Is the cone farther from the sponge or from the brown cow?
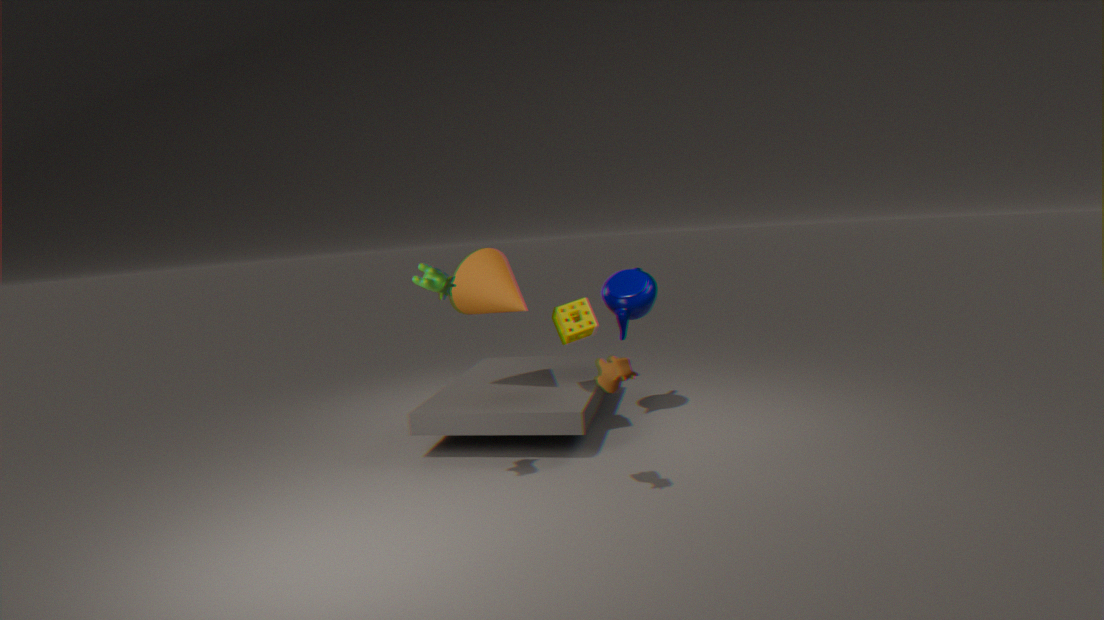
the brown cow
